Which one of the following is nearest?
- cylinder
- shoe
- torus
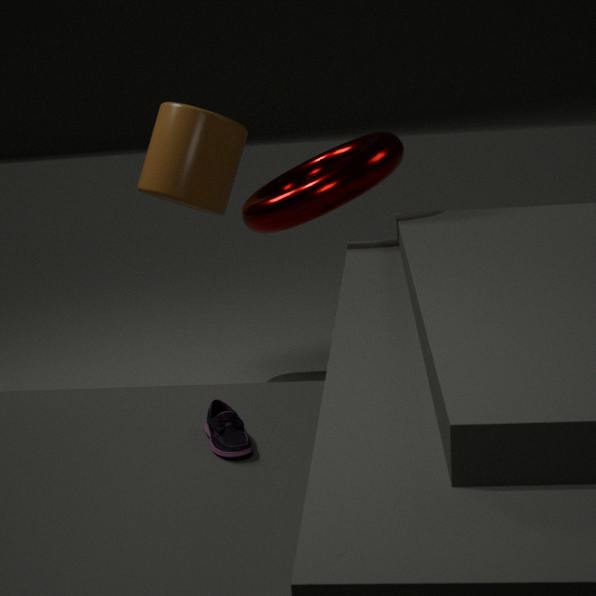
shoe
